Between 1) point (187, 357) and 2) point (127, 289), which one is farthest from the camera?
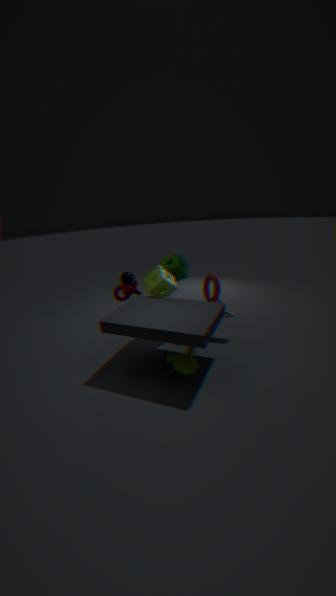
2. point (127, 289)
